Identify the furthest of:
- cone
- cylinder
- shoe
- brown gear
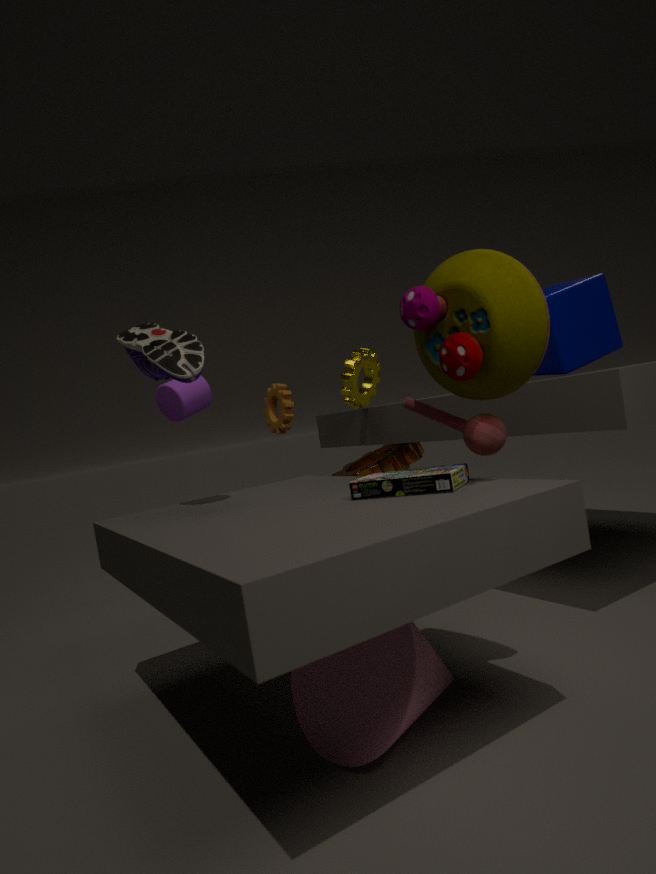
brown gear
